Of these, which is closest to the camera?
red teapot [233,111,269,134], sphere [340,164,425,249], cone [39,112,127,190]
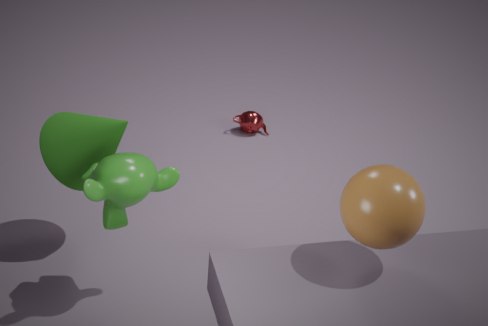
sphere [340,164,425,249]
